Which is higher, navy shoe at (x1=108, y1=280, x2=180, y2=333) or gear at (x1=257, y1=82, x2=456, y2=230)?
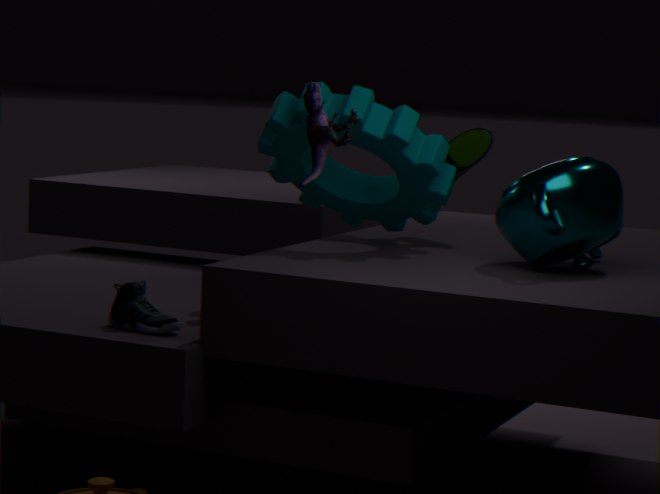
gear at (x1=257, y1=82, x2=456, y2=230)
